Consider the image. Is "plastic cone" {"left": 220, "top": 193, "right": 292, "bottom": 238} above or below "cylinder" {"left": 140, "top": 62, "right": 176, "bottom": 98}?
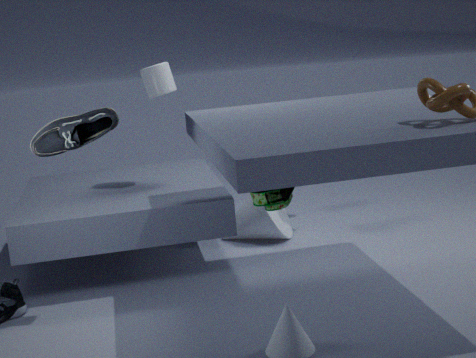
below
